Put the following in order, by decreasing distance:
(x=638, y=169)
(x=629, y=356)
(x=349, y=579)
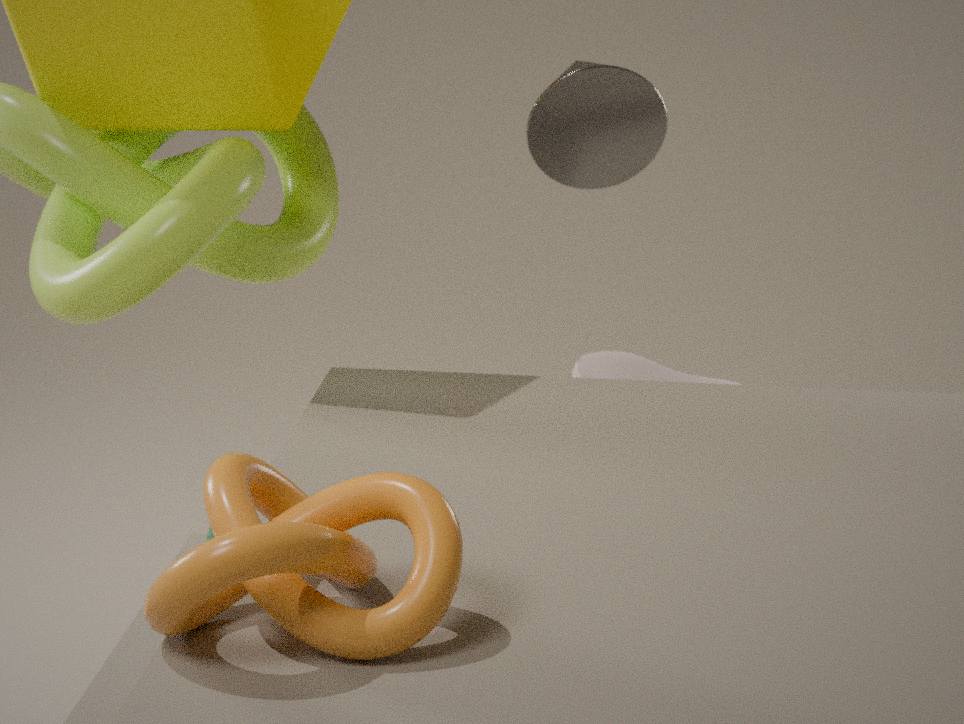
(x=629, y=356)
(x=638, y=169)
(x=349, y=579)
